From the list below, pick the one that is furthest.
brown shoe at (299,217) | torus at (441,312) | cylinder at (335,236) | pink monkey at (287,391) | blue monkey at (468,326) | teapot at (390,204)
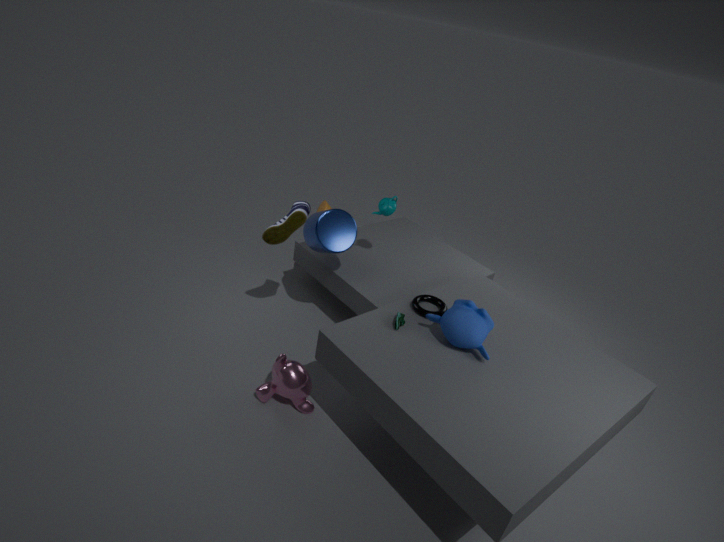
teapot at (390,204)
